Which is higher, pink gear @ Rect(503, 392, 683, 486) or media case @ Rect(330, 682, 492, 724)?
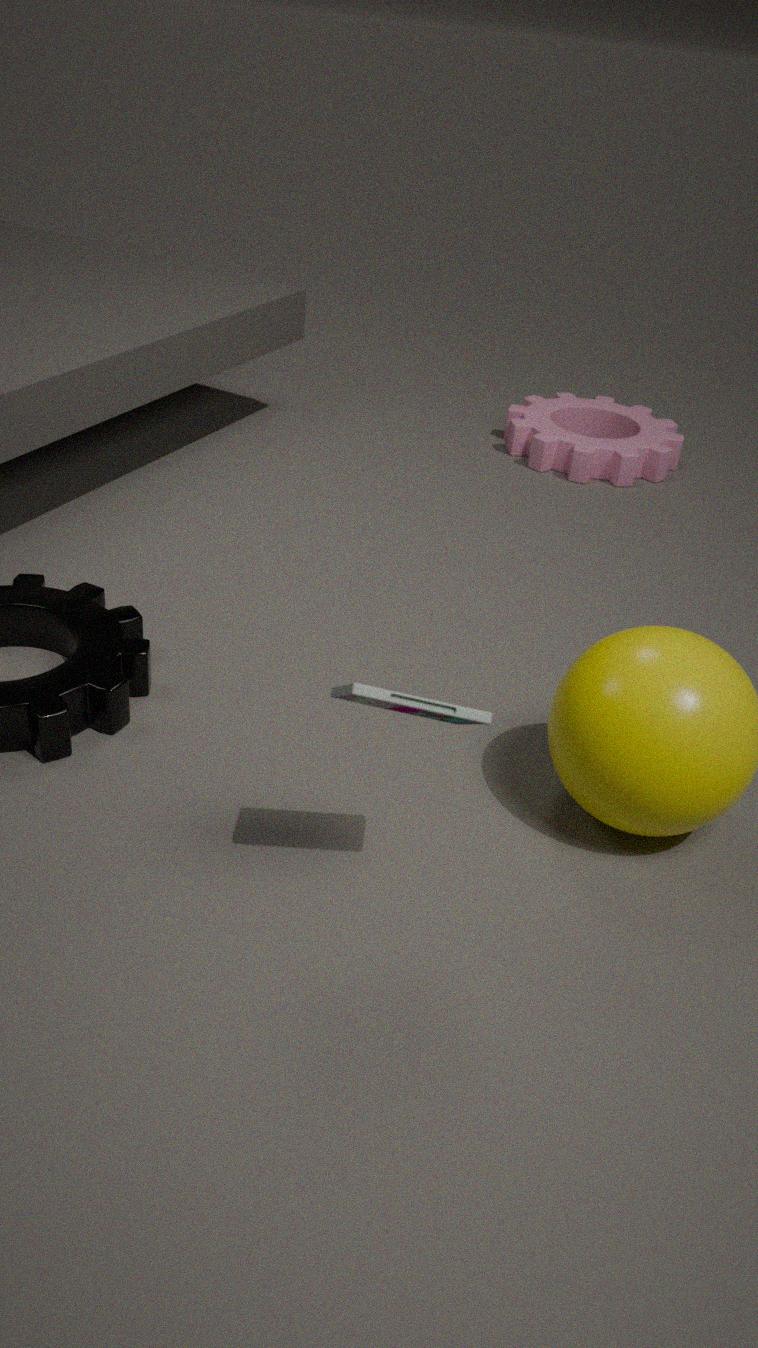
media case @ Rect(330, 682, 492, 724)
